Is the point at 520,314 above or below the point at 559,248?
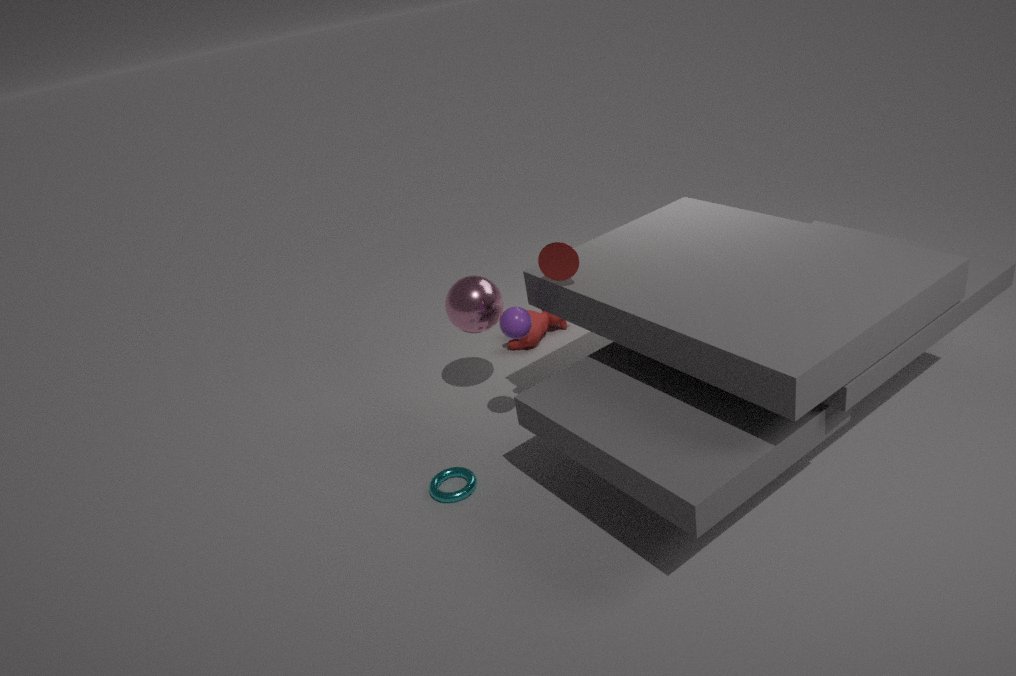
below
